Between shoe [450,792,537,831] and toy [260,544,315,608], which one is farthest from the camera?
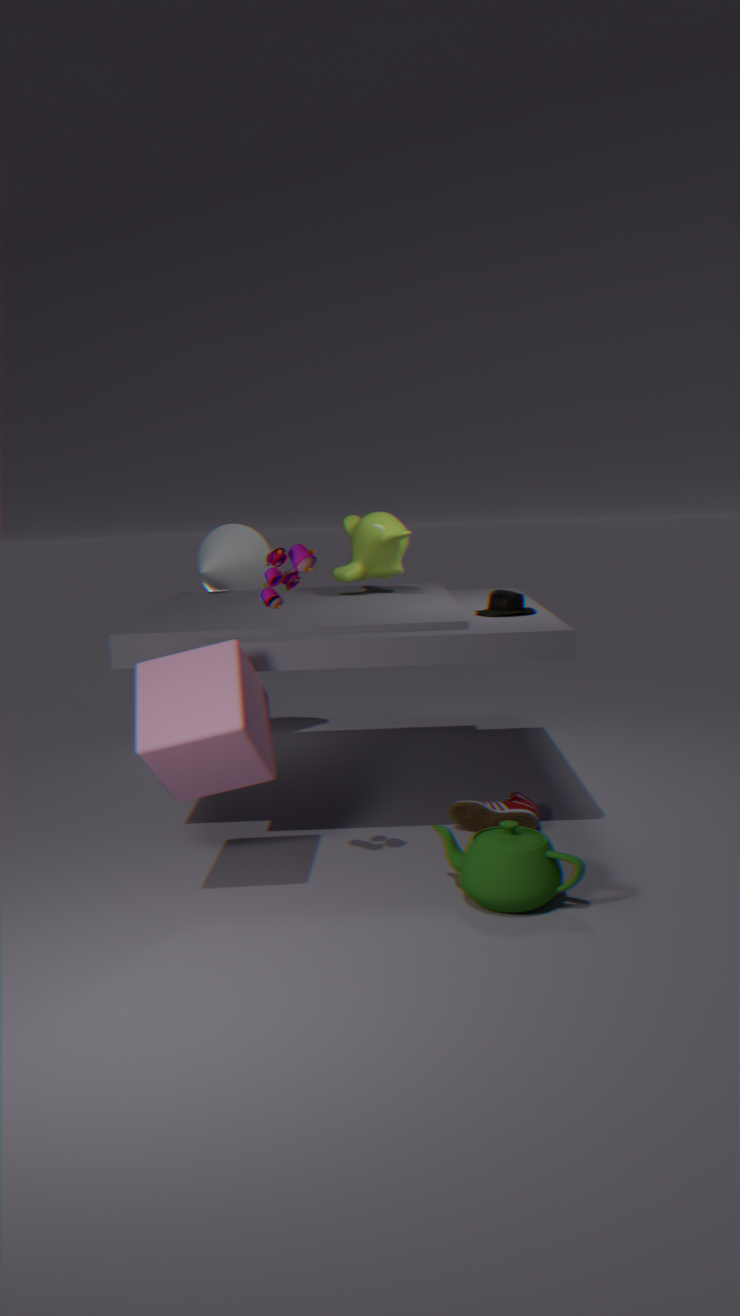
shoe [450,792,537,831]
